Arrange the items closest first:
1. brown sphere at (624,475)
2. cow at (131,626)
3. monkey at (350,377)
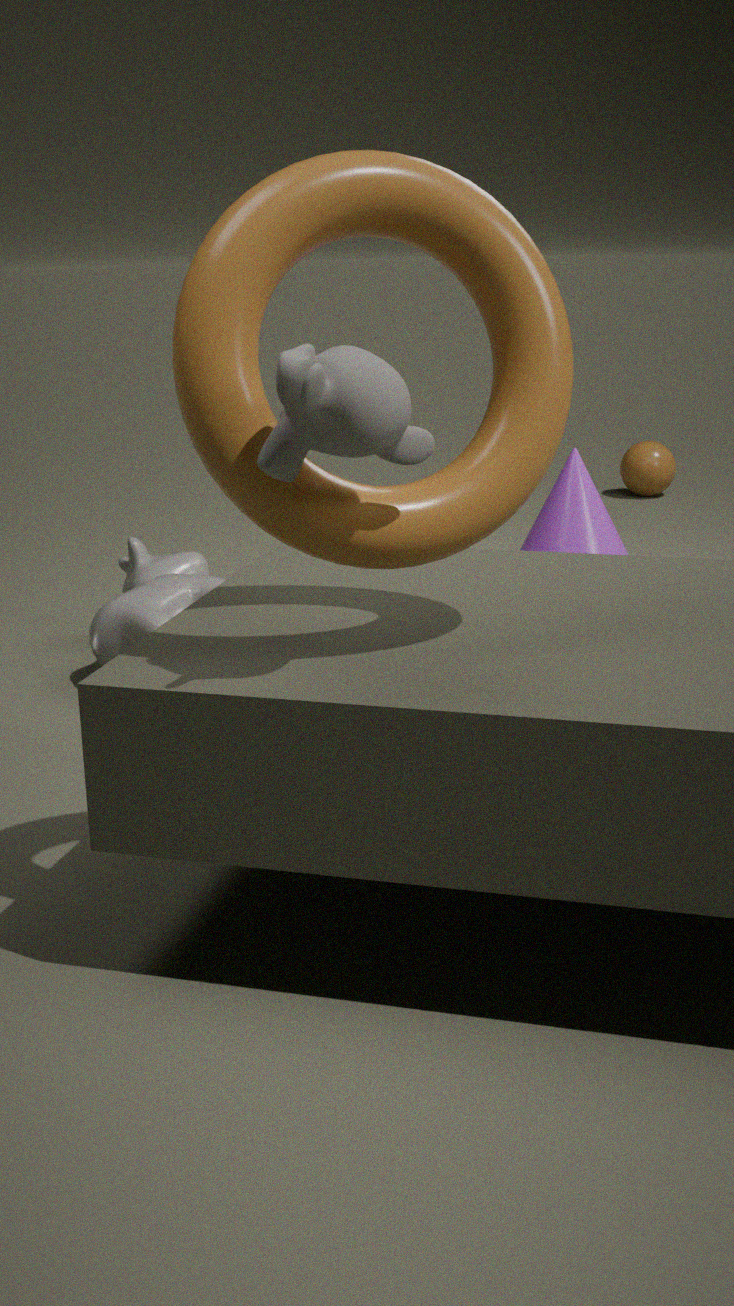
monkey at (350,377) < cow at (131,626) < brown sphere at (624,475)
